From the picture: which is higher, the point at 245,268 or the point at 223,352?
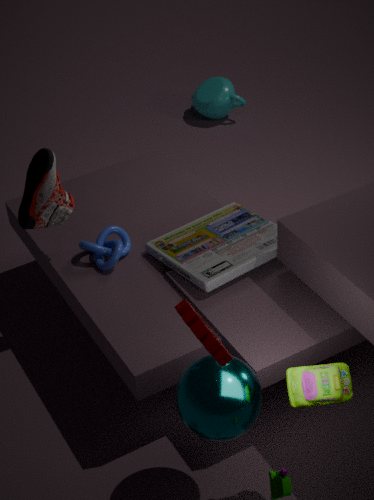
the point at 223,352
